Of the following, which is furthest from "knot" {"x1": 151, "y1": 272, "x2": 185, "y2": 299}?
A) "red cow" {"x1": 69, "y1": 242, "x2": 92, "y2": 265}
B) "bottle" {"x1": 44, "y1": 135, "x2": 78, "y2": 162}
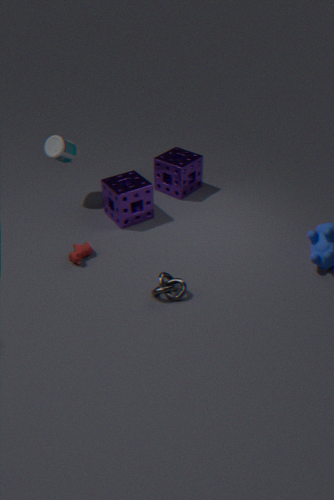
"bottle" {"x1": 44, "y1": 135, "x2": 78, "y2": 162}
